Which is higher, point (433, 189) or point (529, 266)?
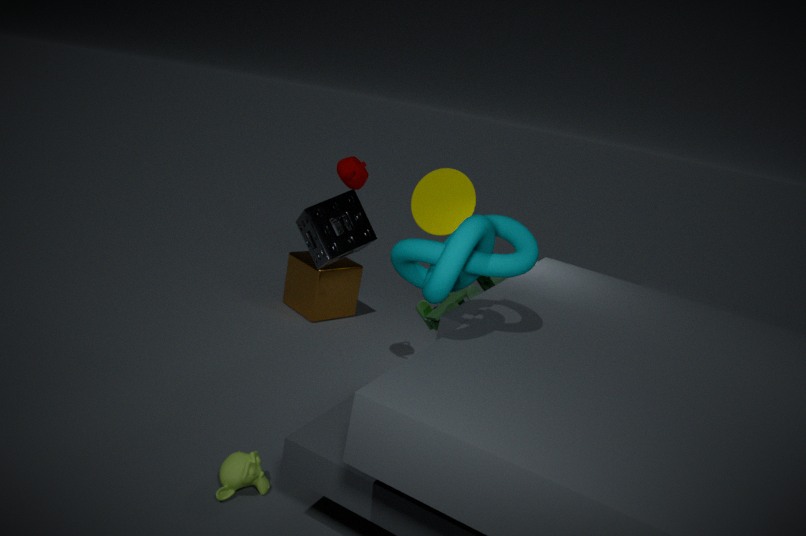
point (529, 266)
